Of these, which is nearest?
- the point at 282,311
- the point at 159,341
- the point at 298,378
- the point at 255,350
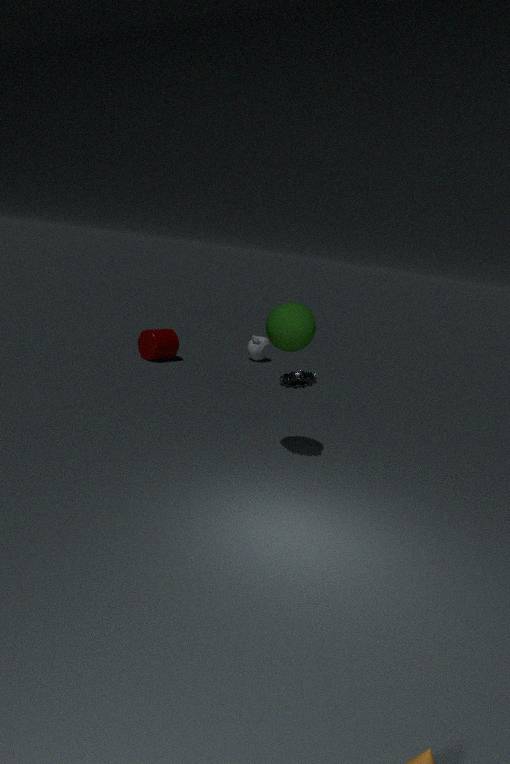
the point at 282,311
